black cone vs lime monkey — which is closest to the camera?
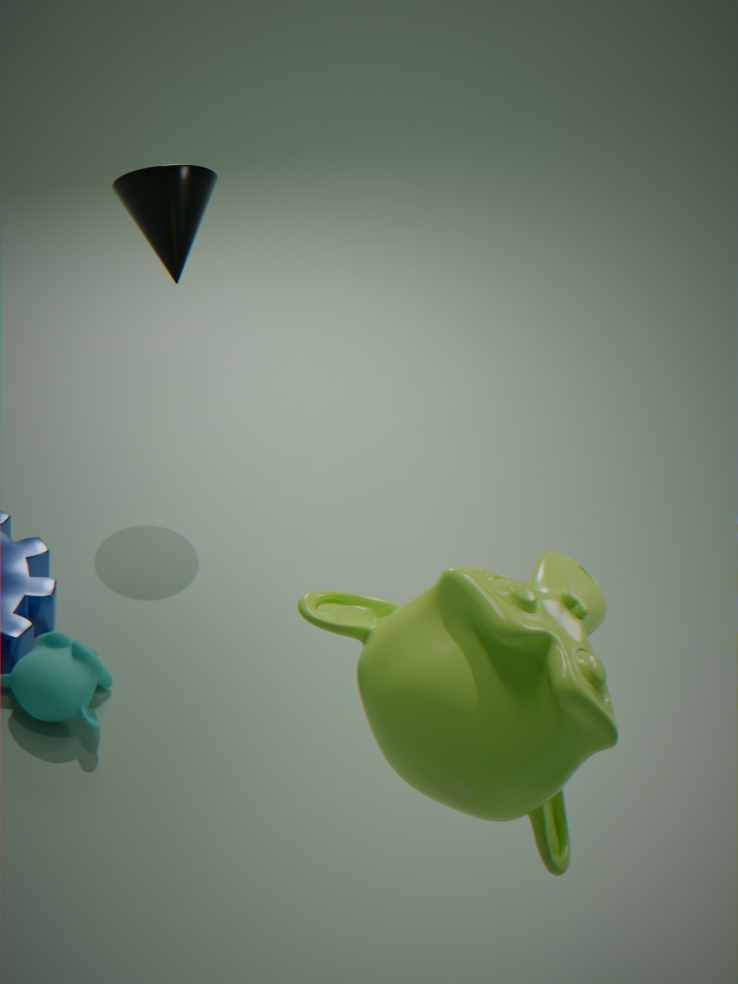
lime monkey
